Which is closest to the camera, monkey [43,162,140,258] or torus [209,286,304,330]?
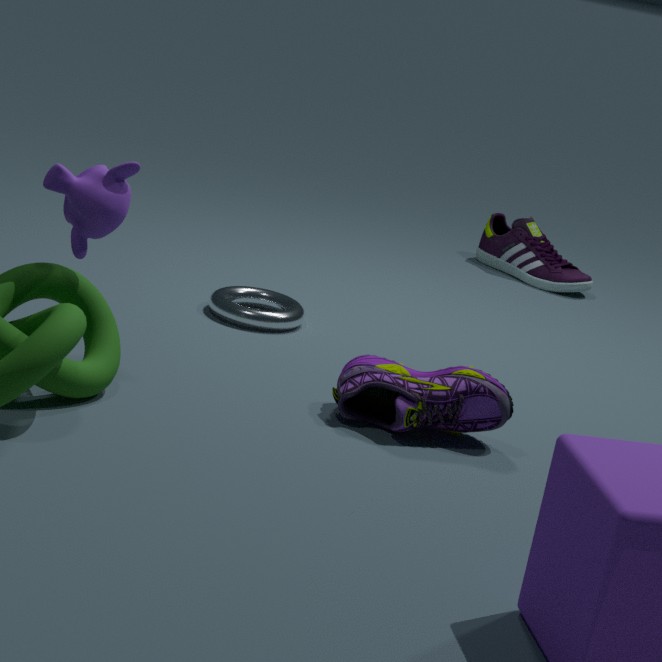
monkey [43,162,140,258]
